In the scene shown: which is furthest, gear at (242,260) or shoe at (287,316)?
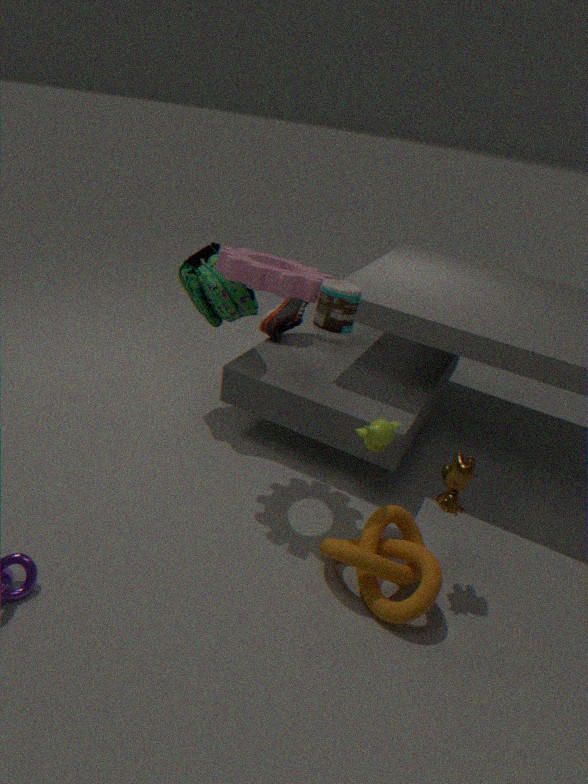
shoe at (287,316)
